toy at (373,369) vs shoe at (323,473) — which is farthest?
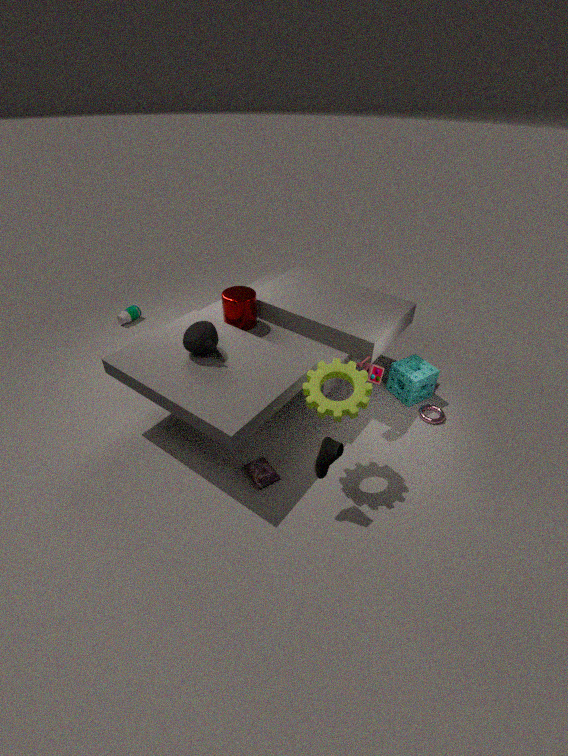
toy at (373,369)
